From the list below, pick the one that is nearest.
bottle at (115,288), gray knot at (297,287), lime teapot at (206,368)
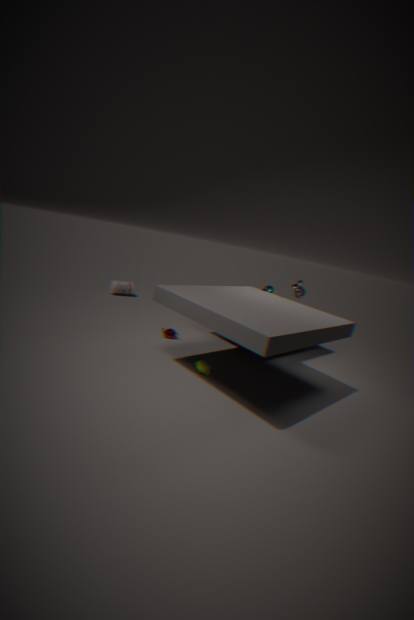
lime teapot at (206,368)
